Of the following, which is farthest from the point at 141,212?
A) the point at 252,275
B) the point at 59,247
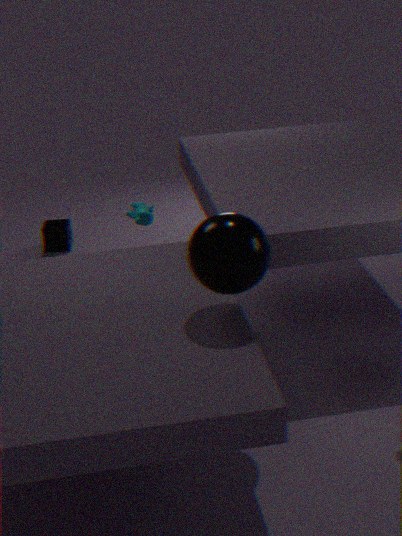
the point at 252,275
